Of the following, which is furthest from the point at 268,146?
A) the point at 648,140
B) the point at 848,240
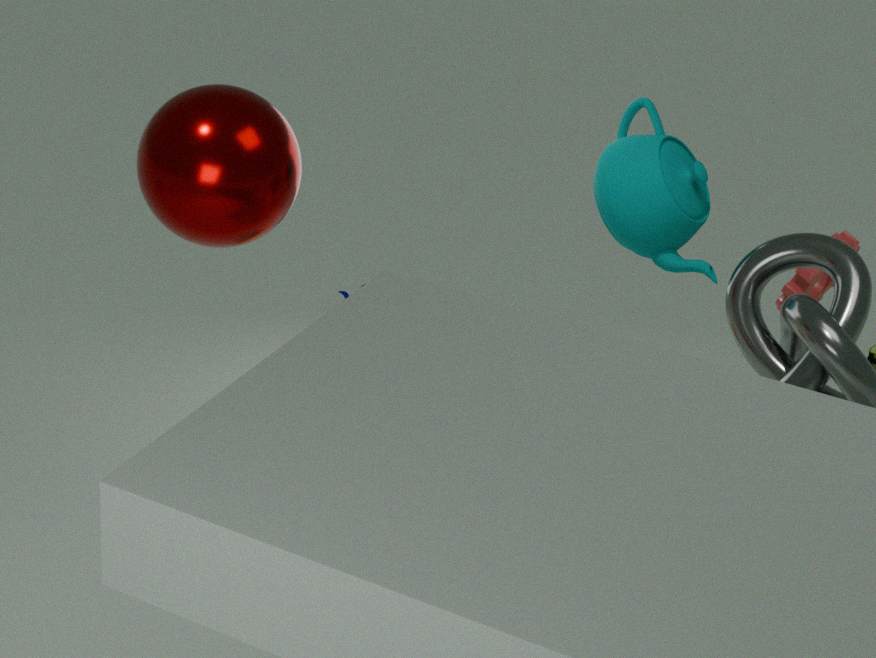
the point at 848,240
